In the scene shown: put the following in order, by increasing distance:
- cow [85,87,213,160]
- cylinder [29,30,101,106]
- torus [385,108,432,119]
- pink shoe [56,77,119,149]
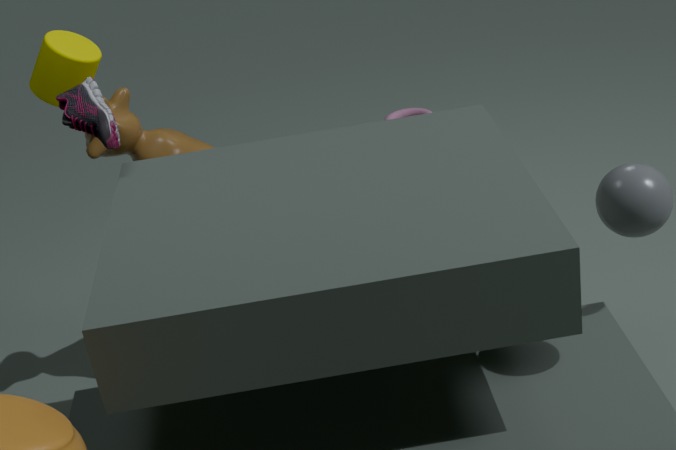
pink shoe [56,77,119,149] → cylinder [29,30,101,106] → cow [85,87,213,160] → torus [385,108,432,119]
